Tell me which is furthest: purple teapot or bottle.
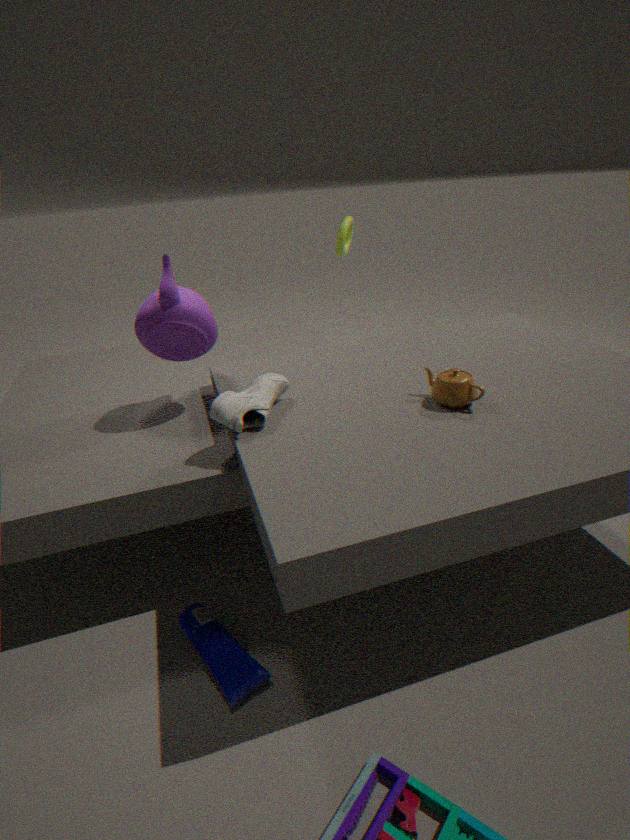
purple teapot
